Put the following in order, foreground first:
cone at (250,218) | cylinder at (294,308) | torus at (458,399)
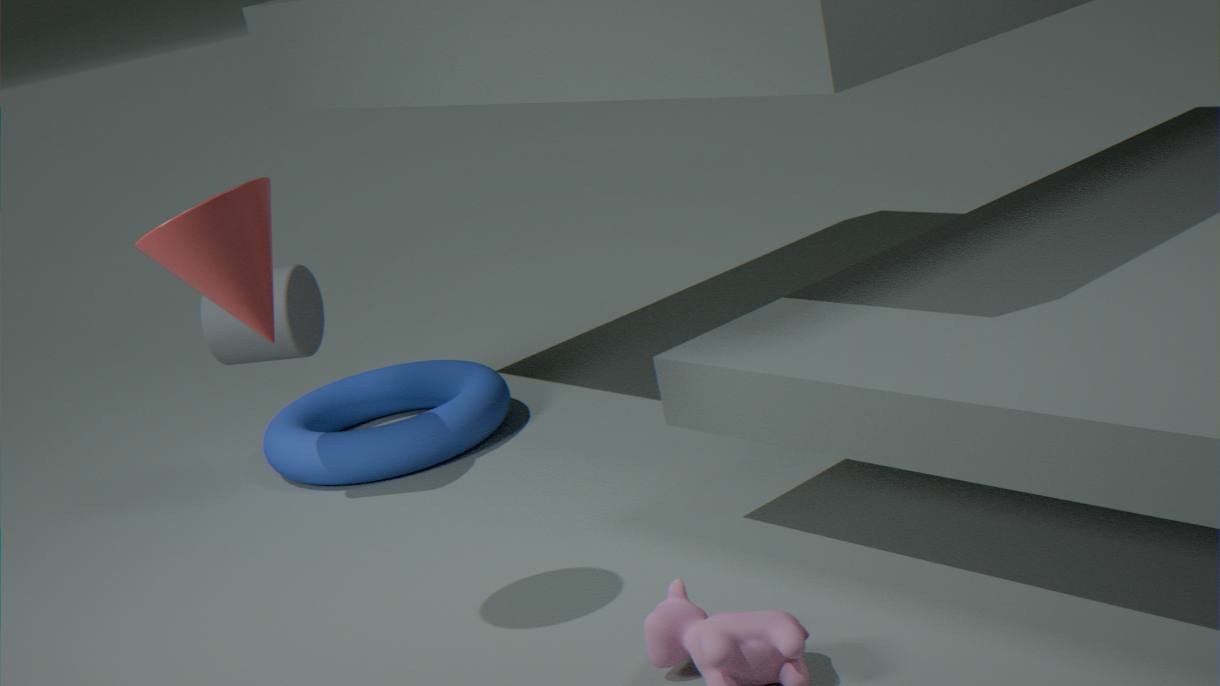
cone at (250,218), cylinder at (294,308), torus at (458,399)
